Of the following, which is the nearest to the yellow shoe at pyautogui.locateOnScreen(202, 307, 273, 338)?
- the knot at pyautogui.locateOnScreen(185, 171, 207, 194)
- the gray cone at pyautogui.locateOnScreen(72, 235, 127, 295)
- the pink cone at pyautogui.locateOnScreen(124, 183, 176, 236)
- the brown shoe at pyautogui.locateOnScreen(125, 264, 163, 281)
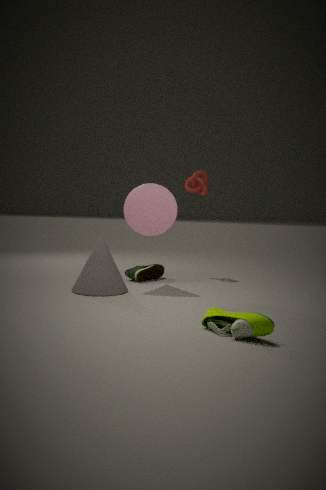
the gray cone at pyautogui.locateOnScreen(72, 235, 127, 295)
